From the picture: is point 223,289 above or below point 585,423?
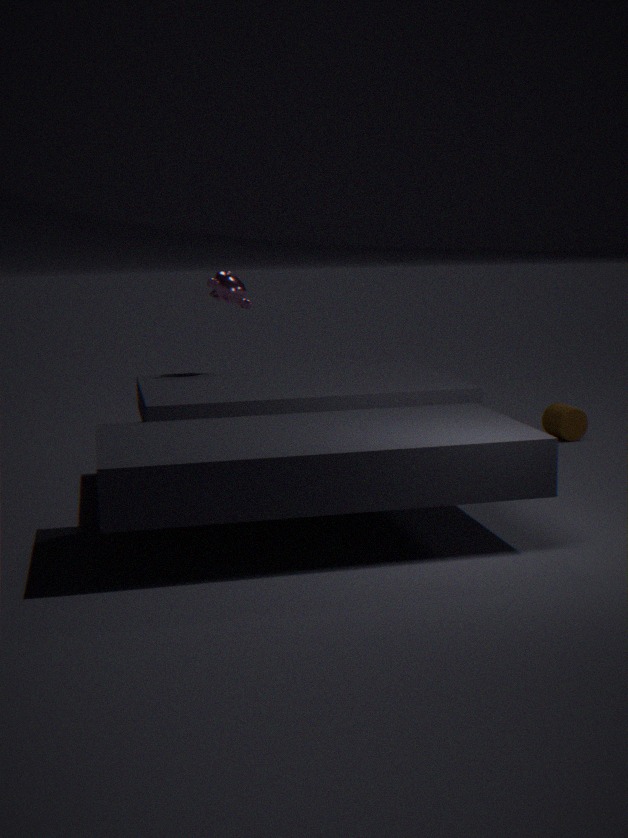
above
